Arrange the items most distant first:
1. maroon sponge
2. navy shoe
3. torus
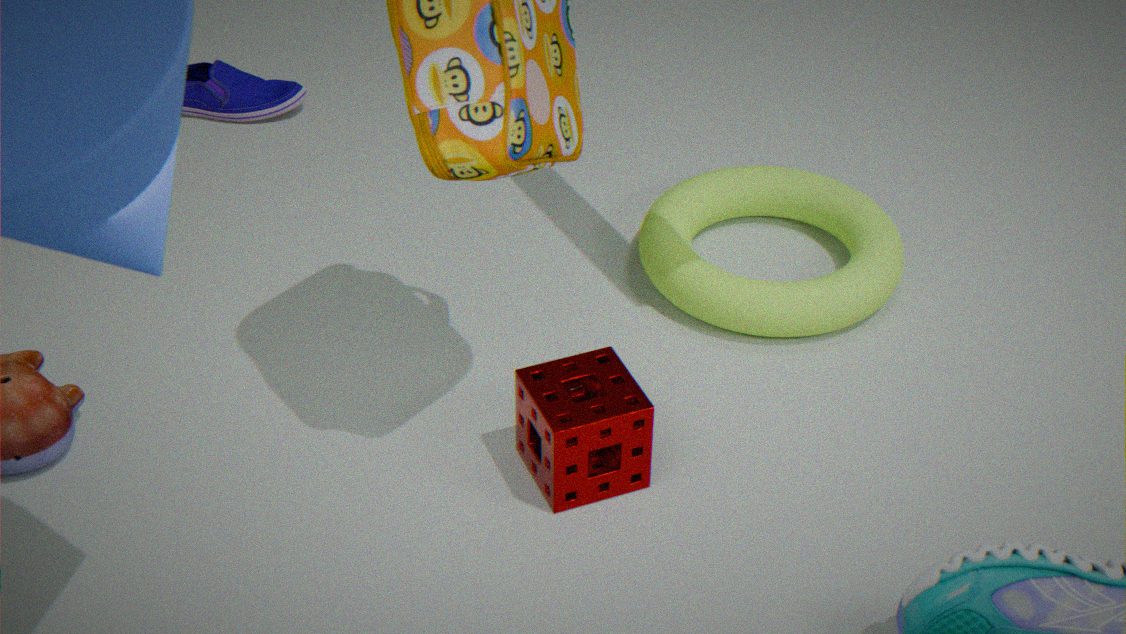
navy shoe, torus, maroon sponge
